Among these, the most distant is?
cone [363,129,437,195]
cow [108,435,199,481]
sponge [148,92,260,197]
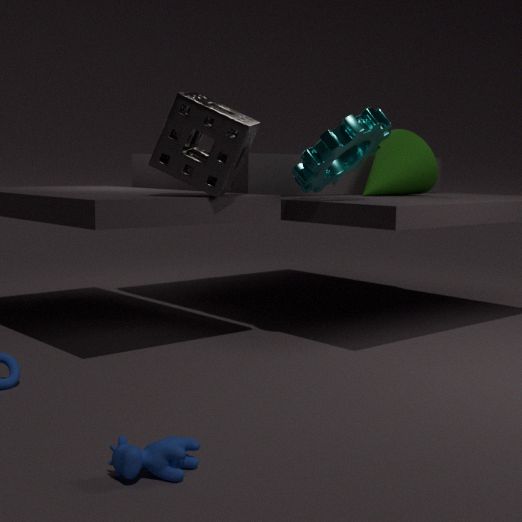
cone [363,129,437,195]
